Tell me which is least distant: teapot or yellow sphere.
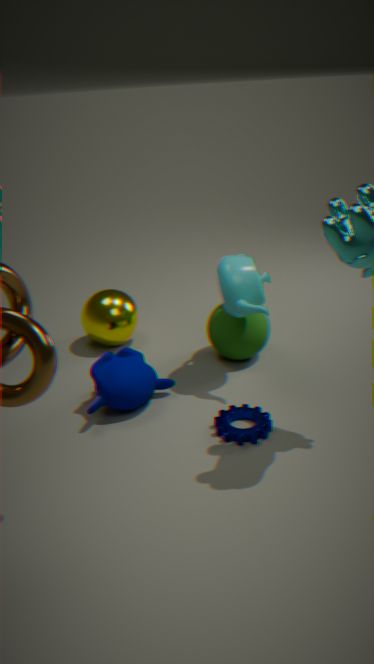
teapot
